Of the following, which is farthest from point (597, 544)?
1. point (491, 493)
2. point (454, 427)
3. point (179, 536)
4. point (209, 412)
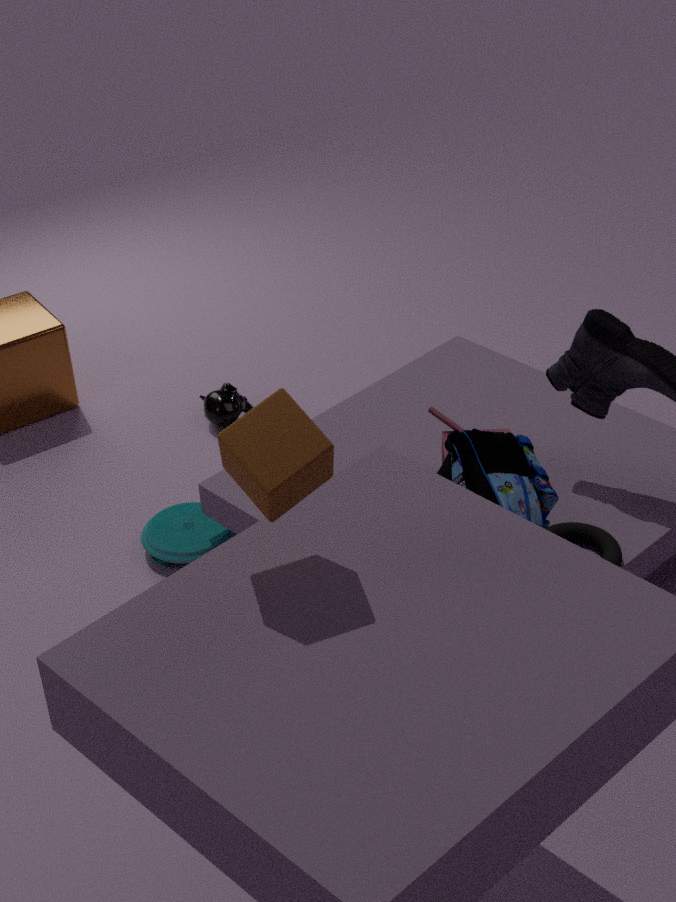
point (209, 412)
